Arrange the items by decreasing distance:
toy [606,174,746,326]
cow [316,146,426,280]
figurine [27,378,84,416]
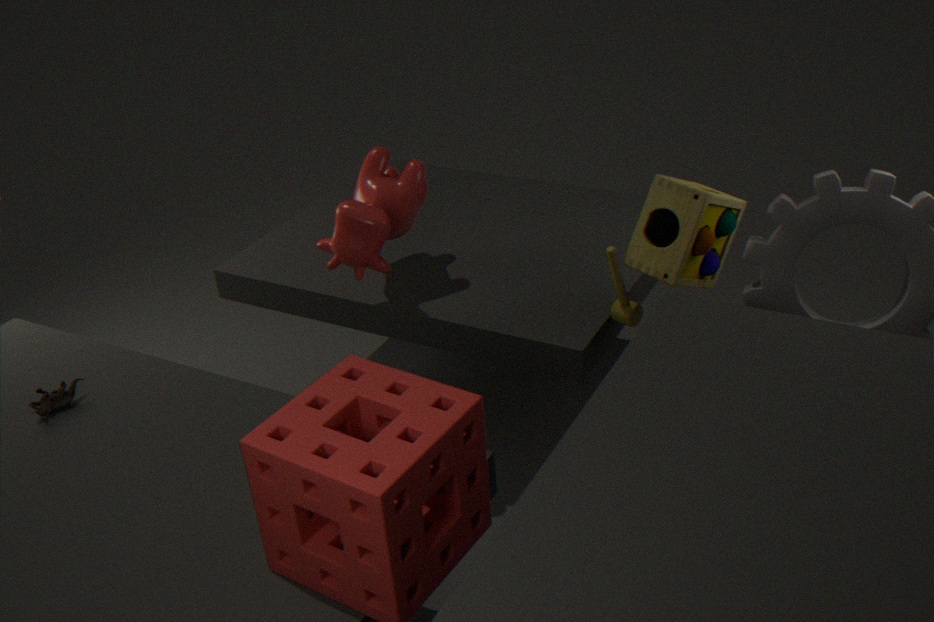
cow [316,146,426,280], figurine [27,378,84,416], toy [606,174,746,326]
